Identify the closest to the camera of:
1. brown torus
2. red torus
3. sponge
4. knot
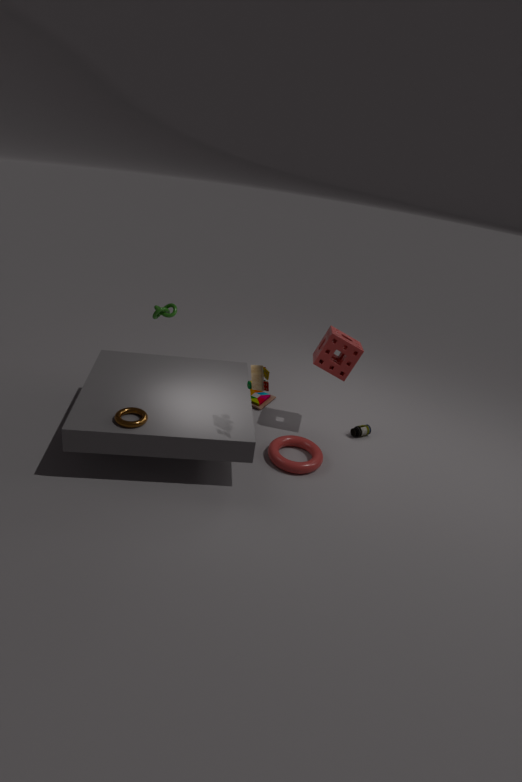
brown torus
